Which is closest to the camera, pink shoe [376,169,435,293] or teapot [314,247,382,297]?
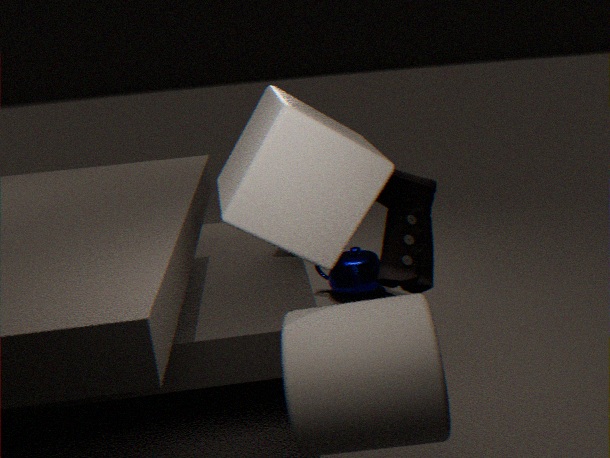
pink shoe [376,169,435,293]
